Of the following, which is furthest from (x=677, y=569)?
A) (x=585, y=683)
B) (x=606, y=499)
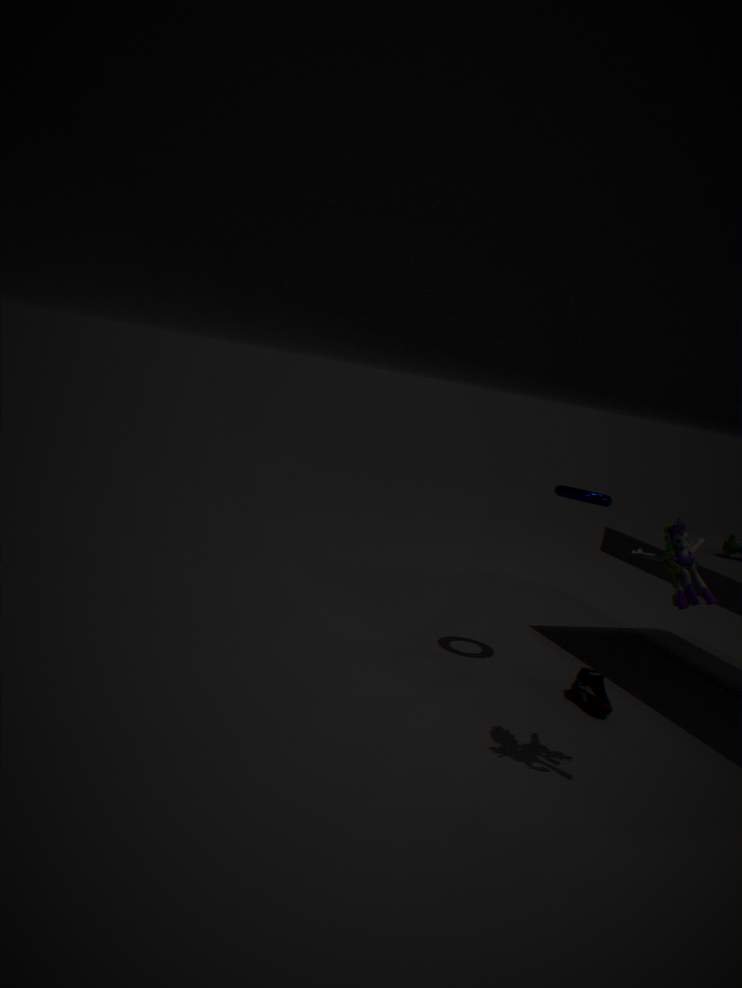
(x=606, y=499)
